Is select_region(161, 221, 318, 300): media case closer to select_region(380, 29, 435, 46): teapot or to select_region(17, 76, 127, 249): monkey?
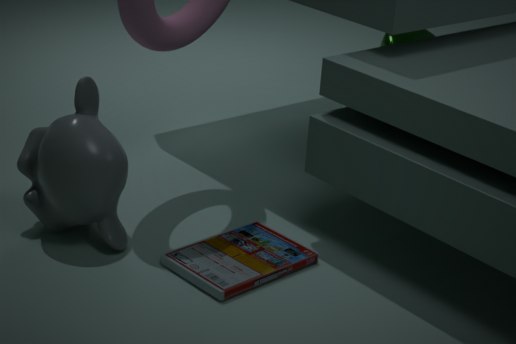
select_region(17, 76, 127, 249): monkey
